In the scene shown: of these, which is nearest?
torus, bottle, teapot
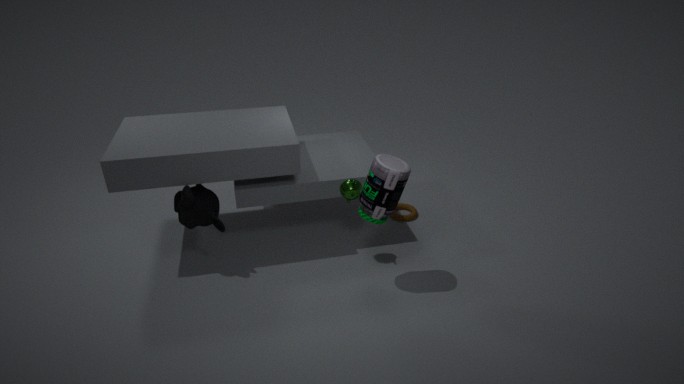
bottle
